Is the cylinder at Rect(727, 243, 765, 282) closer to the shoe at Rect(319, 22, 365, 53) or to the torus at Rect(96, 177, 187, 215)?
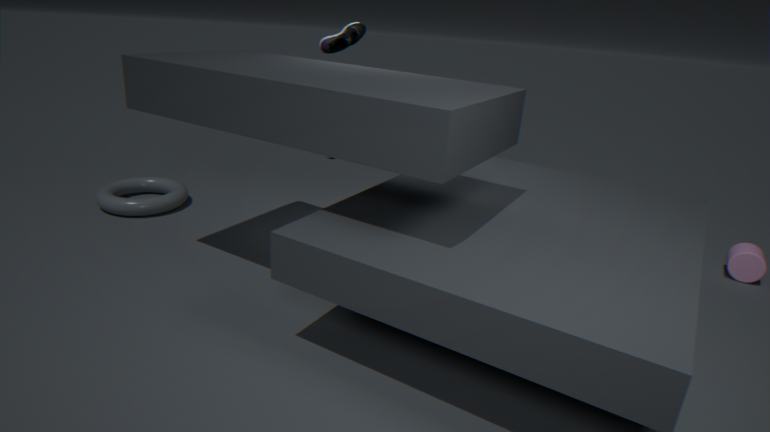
the shoe at Rect(319, 22, 365, 53)
